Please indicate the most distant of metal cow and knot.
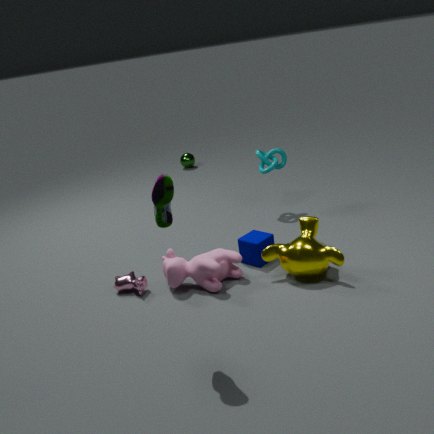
knot
